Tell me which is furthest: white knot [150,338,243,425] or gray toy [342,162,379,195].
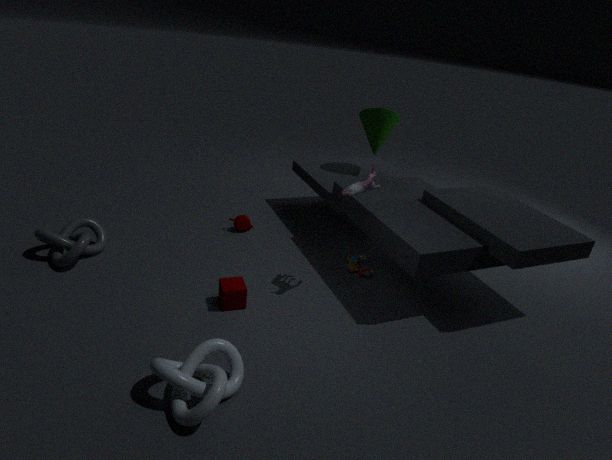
gray toy [342,162,379,195]
